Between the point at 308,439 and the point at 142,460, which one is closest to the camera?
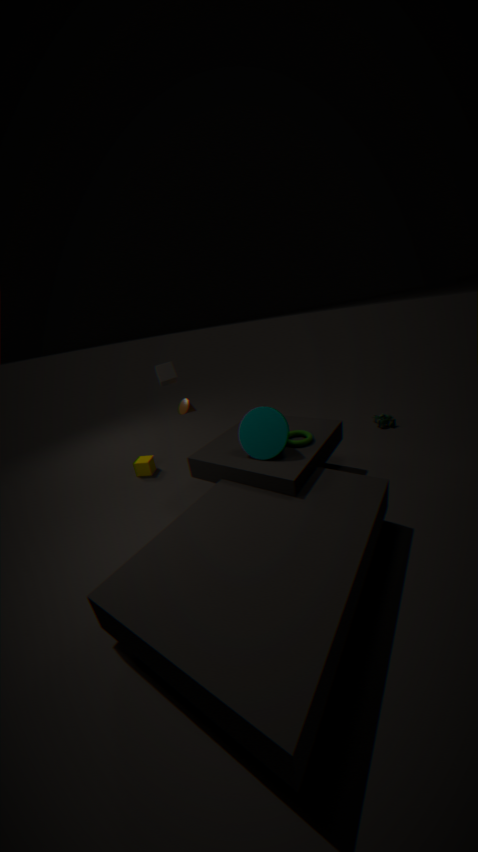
the point at 308,439
